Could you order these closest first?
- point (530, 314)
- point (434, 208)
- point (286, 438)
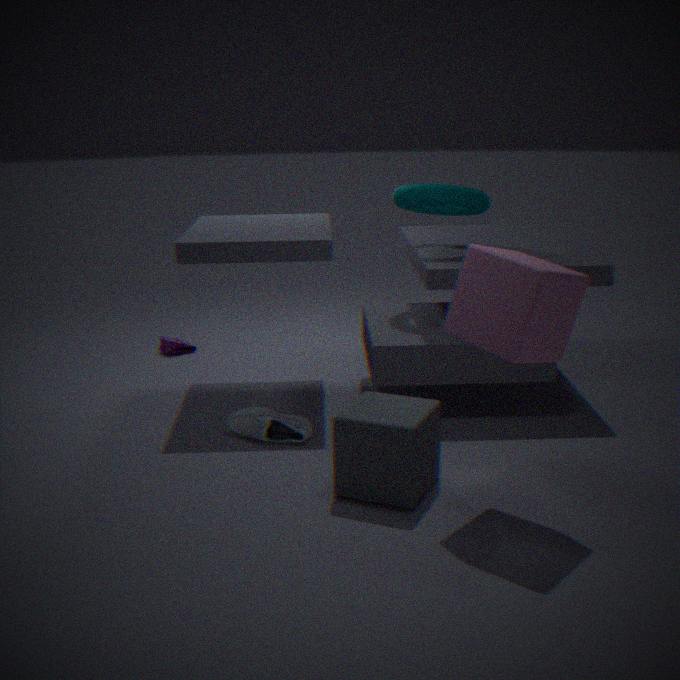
point (530, 314), point (286, 438), point (434, 208)
